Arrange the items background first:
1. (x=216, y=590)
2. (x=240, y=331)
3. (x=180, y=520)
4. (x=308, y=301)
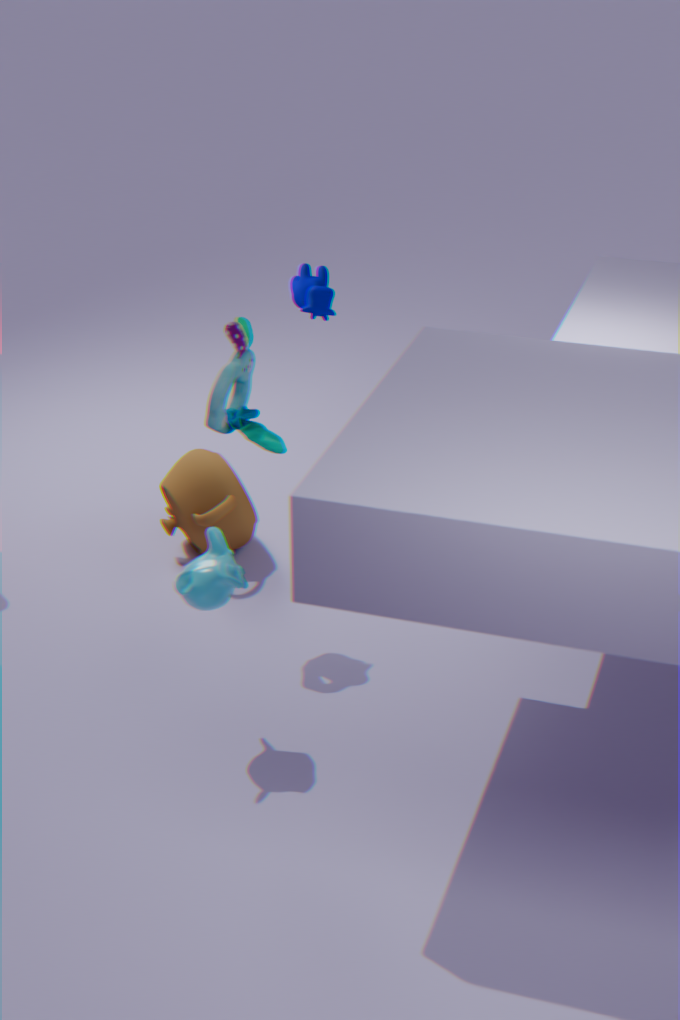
(x=308, y=301), (x=180, y=520), (x=240, y=331), (x=216, y=590)
